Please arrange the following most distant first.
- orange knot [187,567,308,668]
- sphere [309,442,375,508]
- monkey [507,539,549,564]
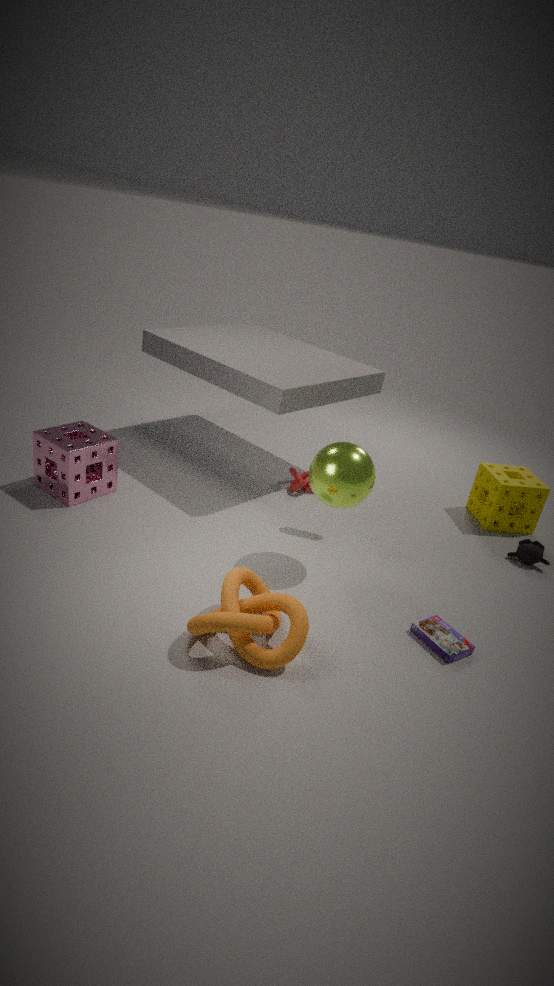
monkey [507,539,549,564] < sphere [309,442,375,508] < orange knot [187,567,308,668]
